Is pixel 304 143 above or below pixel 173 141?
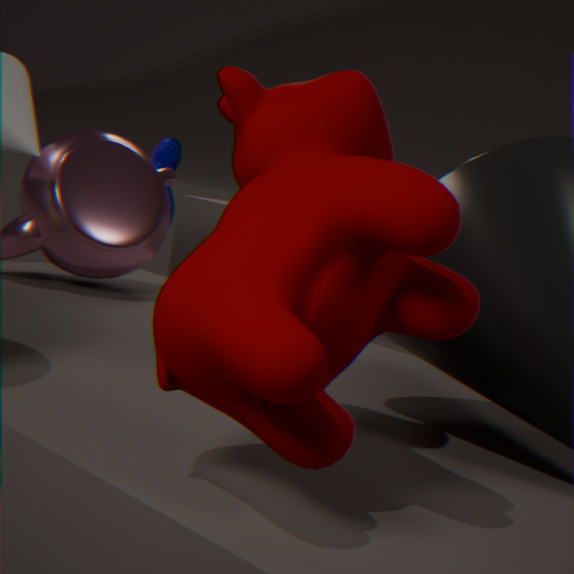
above
